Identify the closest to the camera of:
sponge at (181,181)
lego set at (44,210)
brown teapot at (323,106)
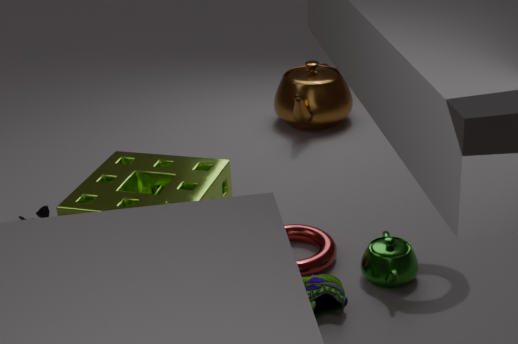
sponge at (181,181)
